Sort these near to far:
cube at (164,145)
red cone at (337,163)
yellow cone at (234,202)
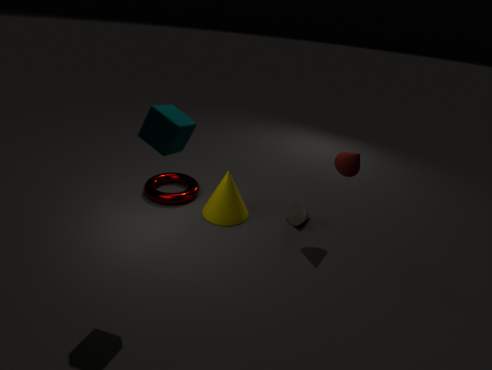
cube at (164,145)
red cone at (337,163)
yellow cone at (234,202)
